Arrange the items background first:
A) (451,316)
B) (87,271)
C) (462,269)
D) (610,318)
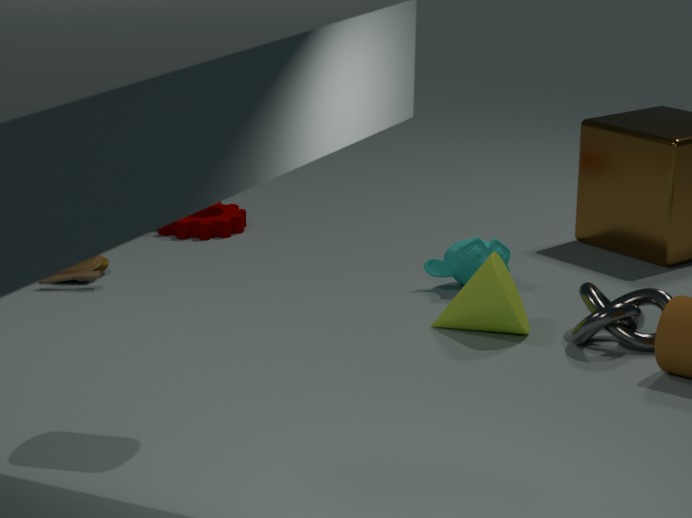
(87,271)
(462,269)
(451,316)
(610,318)
